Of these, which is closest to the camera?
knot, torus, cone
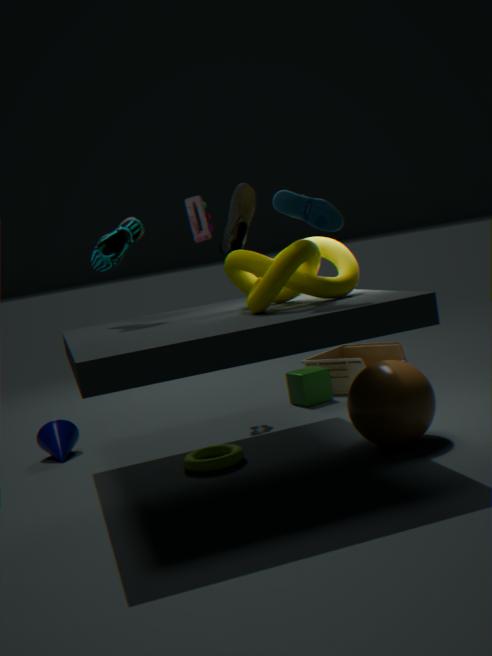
knot
